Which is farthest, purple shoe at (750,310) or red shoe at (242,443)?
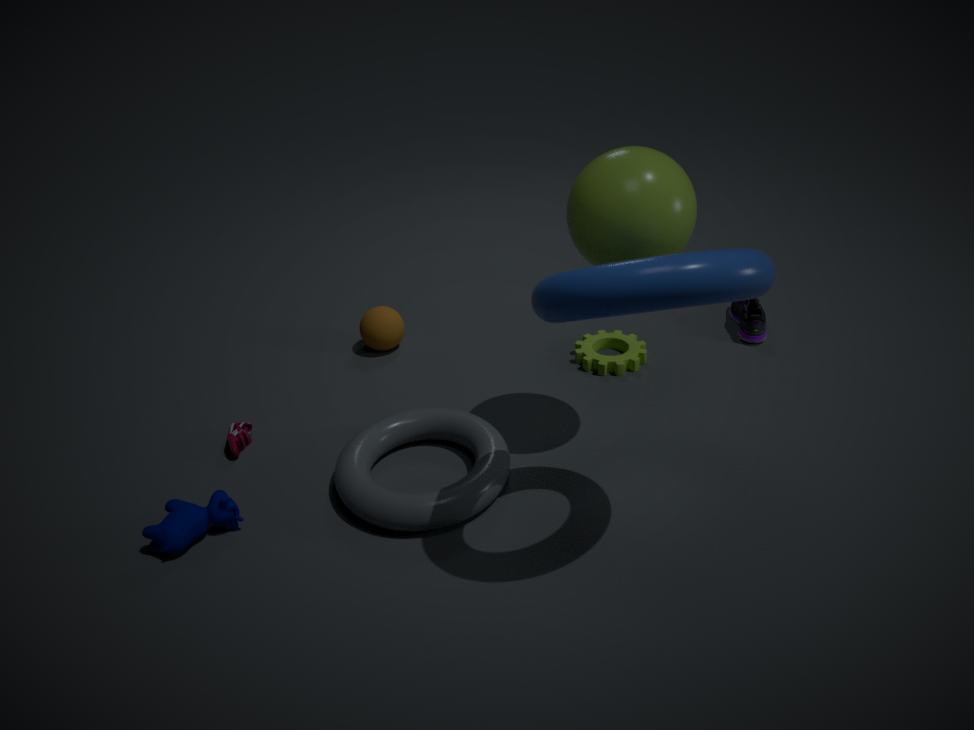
purple shoe at (750,310)
